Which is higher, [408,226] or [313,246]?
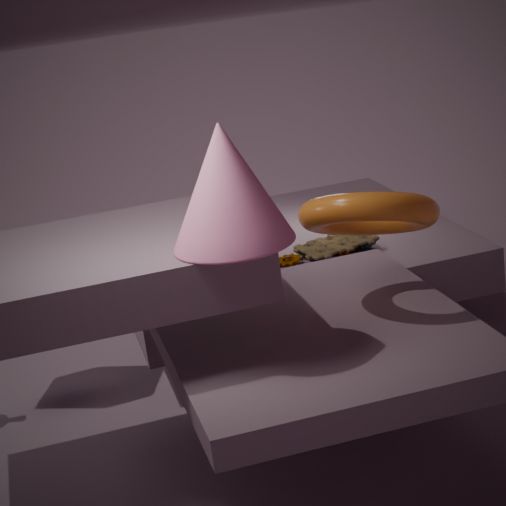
[408,226]
